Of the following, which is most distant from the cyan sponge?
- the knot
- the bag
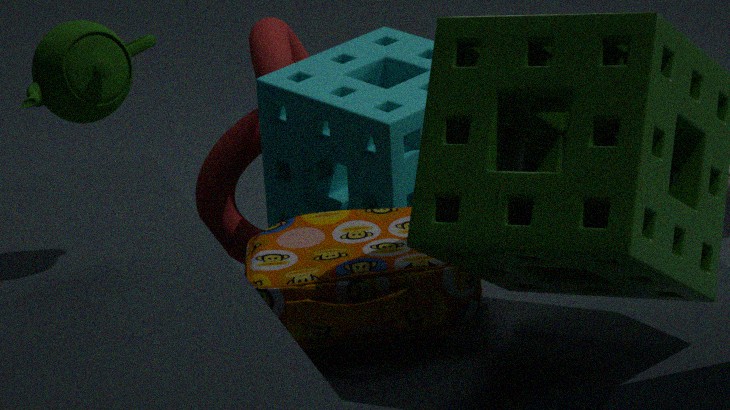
the bag
